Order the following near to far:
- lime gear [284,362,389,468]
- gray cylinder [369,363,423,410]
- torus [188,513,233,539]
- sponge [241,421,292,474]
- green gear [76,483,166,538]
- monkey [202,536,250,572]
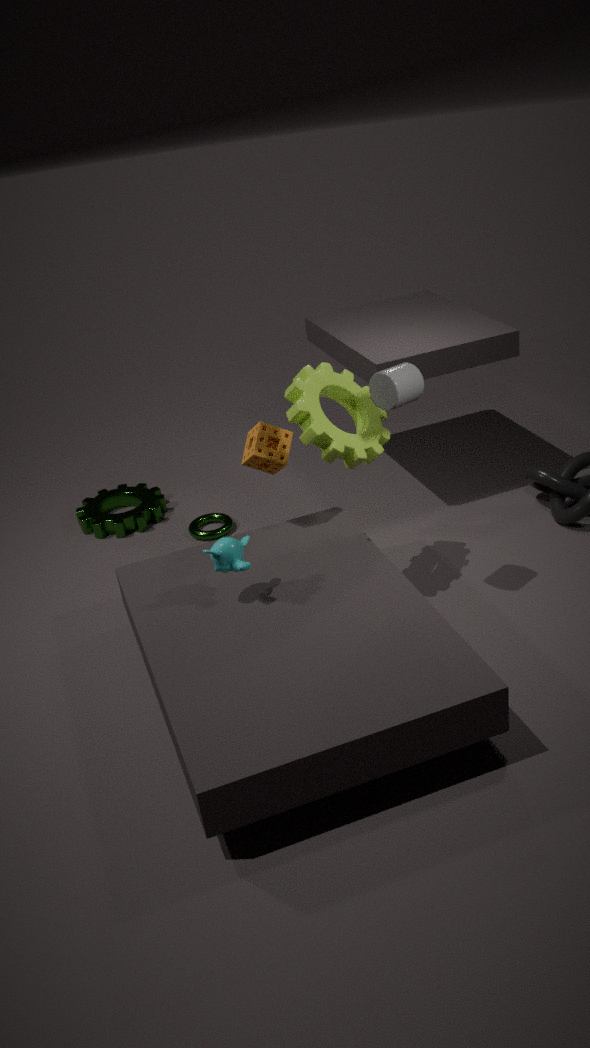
1. monkey [202,536,250,572]
2. gray cylinder [369,363,423,410]
3. lime gear [284,362,389,468]
4. sponge [241,421,292,474]
5. torus [188,513,233,539]
6. green gear [76,483,166,538]
